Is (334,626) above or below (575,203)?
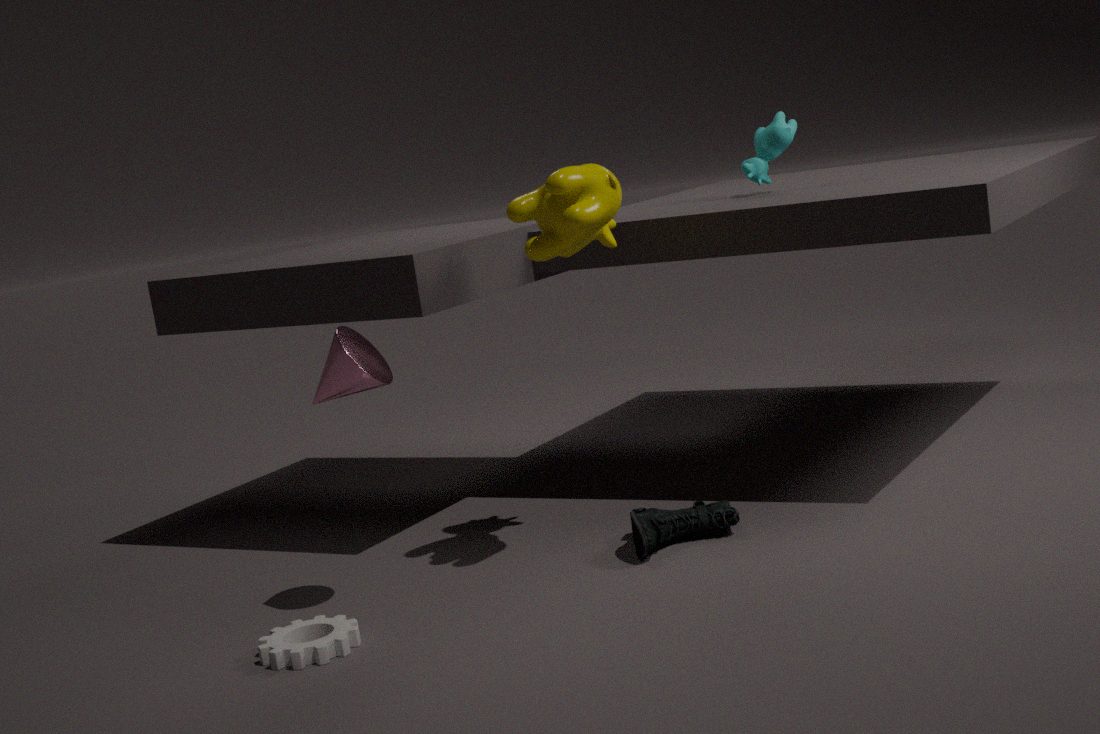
below
